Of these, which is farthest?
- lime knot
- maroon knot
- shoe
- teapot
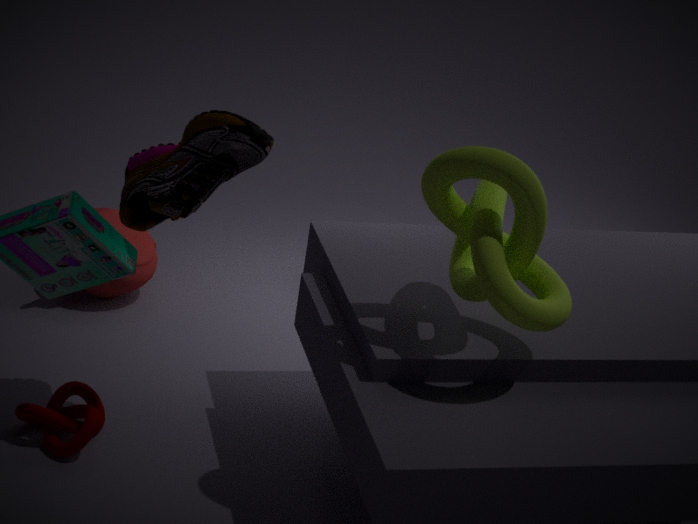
teapot
